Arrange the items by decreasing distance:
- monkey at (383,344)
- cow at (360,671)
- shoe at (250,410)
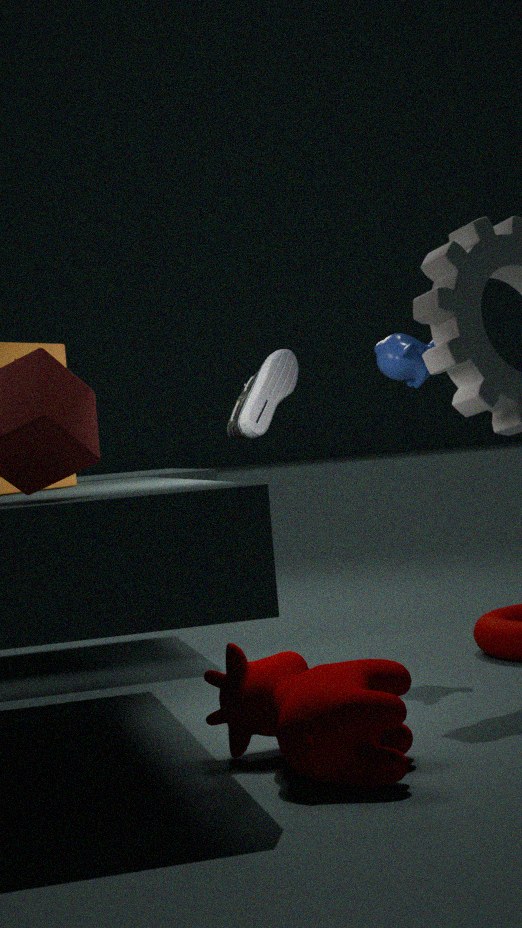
monkey at (383,344)
shoe at (250,410)
cow at (360,671)
